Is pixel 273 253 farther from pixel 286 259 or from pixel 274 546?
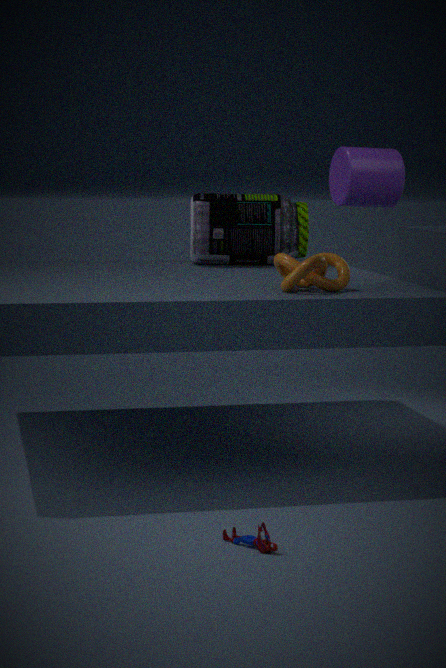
pixel 274 546
